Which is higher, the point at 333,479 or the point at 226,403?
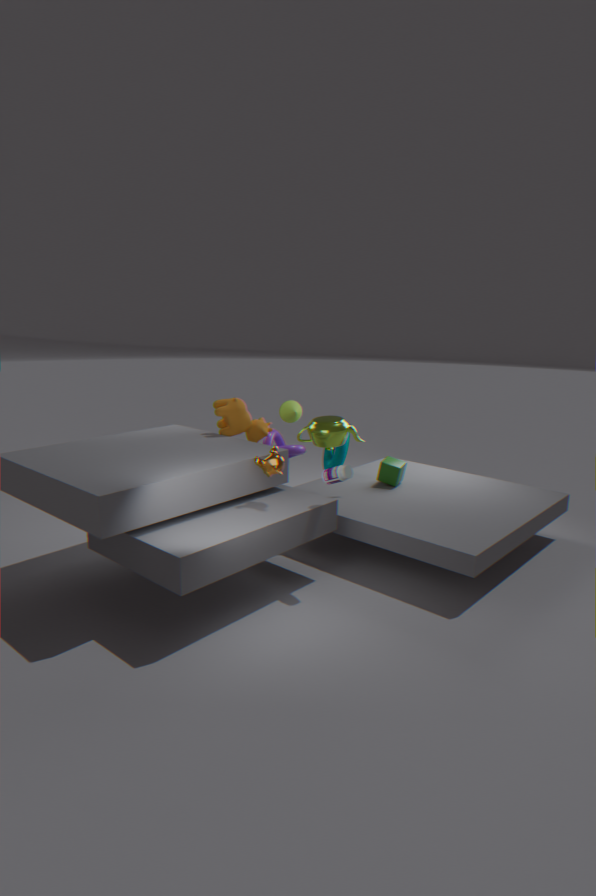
the point at 226,403
